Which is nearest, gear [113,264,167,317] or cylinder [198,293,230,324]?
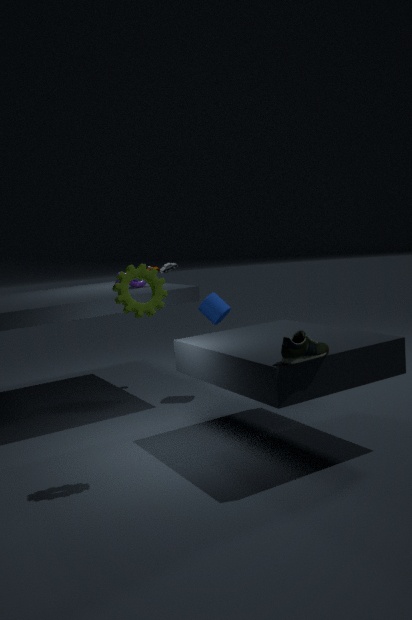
gear [113,264,167,317]
